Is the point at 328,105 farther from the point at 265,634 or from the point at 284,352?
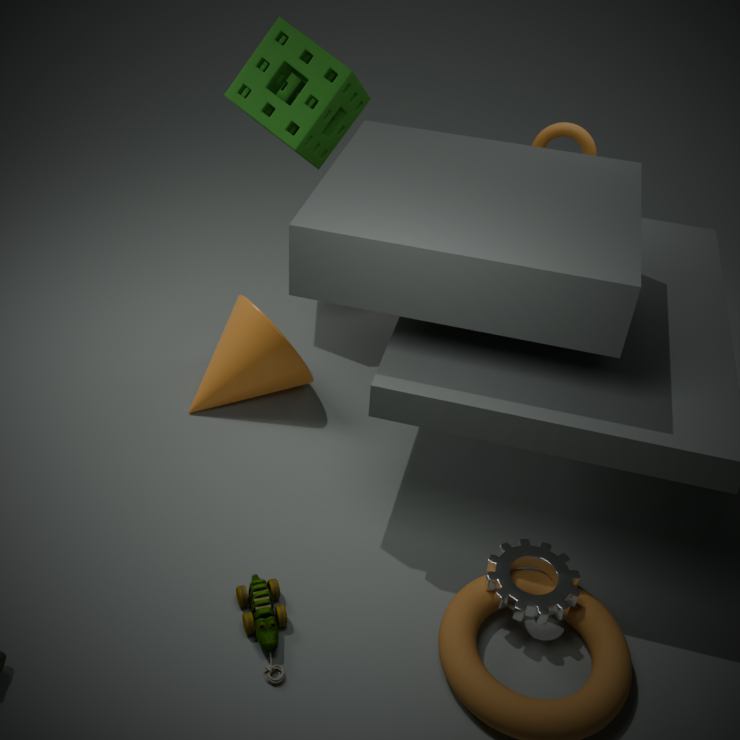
the point at 265,634
